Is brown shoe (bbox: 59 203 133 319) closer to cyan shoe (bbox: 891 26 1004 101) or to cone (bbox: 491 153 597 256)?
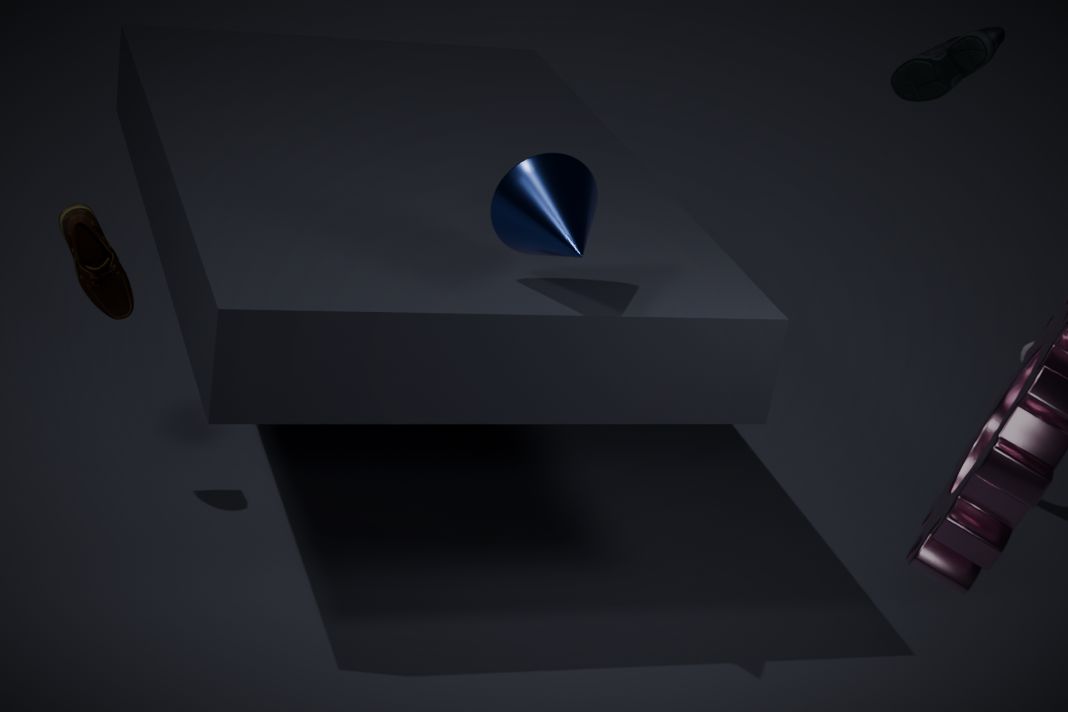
Result: cone (bbox: 491 153 597 256)
